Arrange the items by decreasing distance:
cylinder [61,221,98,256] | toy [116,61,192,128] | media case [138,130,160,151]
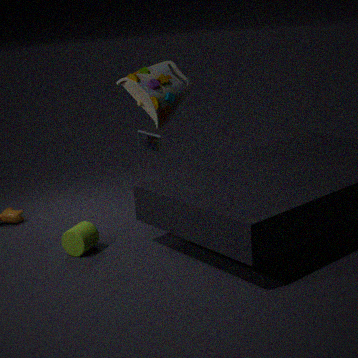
toy [116,61,192,128], media case [138,130,160,151], cylinder [61,221,98,256]
